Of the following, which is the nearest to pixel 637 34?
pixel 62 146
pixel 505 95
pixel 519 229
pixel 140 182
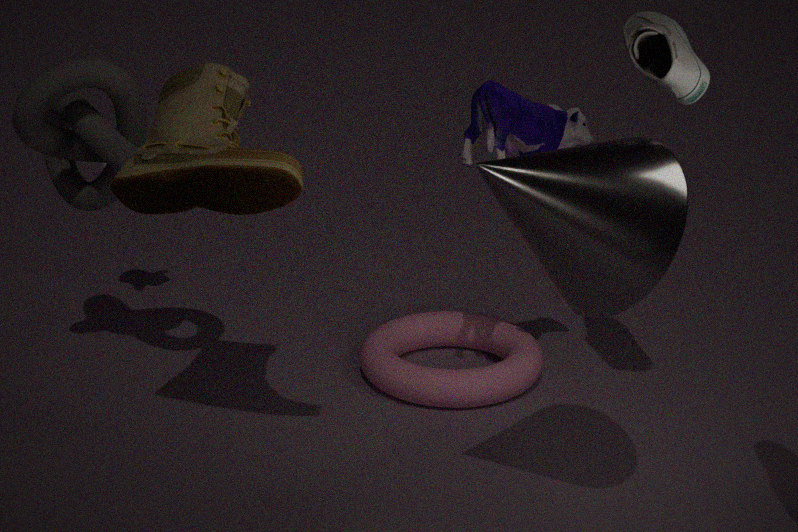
pixel 505 95
